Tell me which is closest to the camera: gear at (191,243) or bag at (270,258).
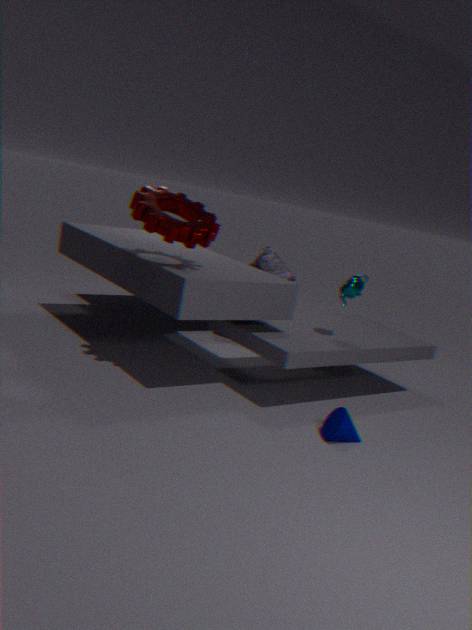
gear at (191,243)
